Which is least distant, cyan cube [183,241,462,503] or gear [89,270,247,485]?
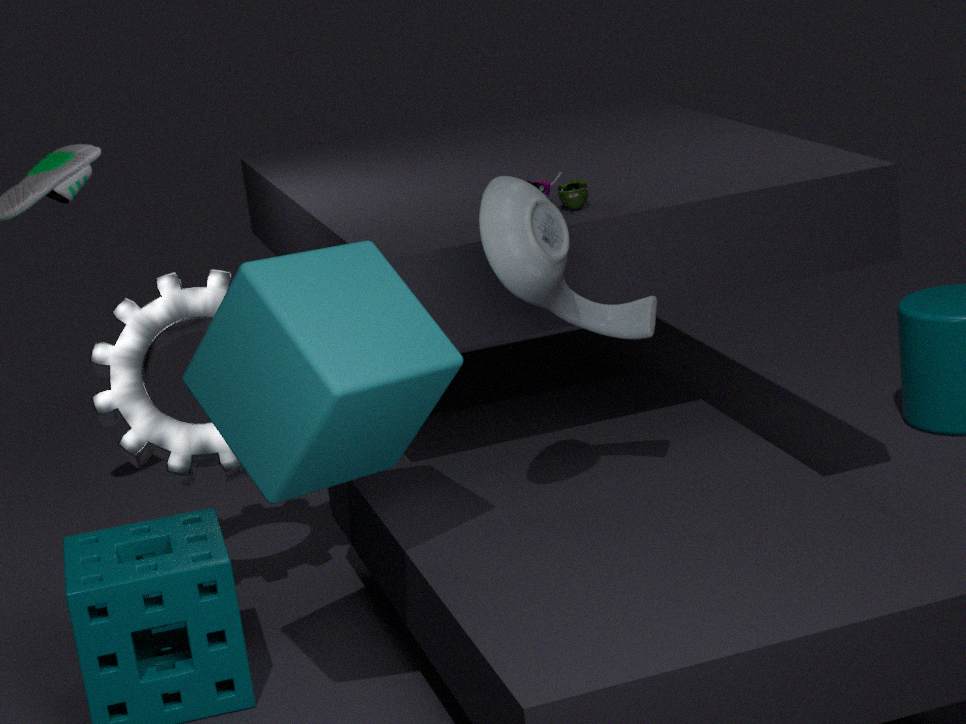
cyan cube [183,241,462,503]
